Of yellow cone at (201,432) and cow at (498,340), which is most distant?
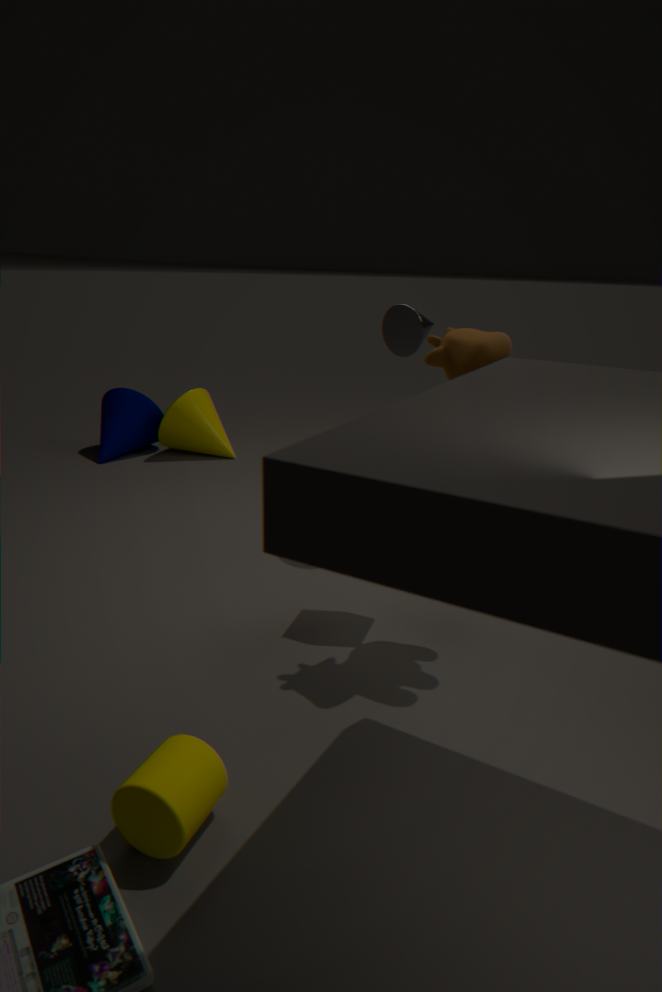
yellow cone at (201,432)
